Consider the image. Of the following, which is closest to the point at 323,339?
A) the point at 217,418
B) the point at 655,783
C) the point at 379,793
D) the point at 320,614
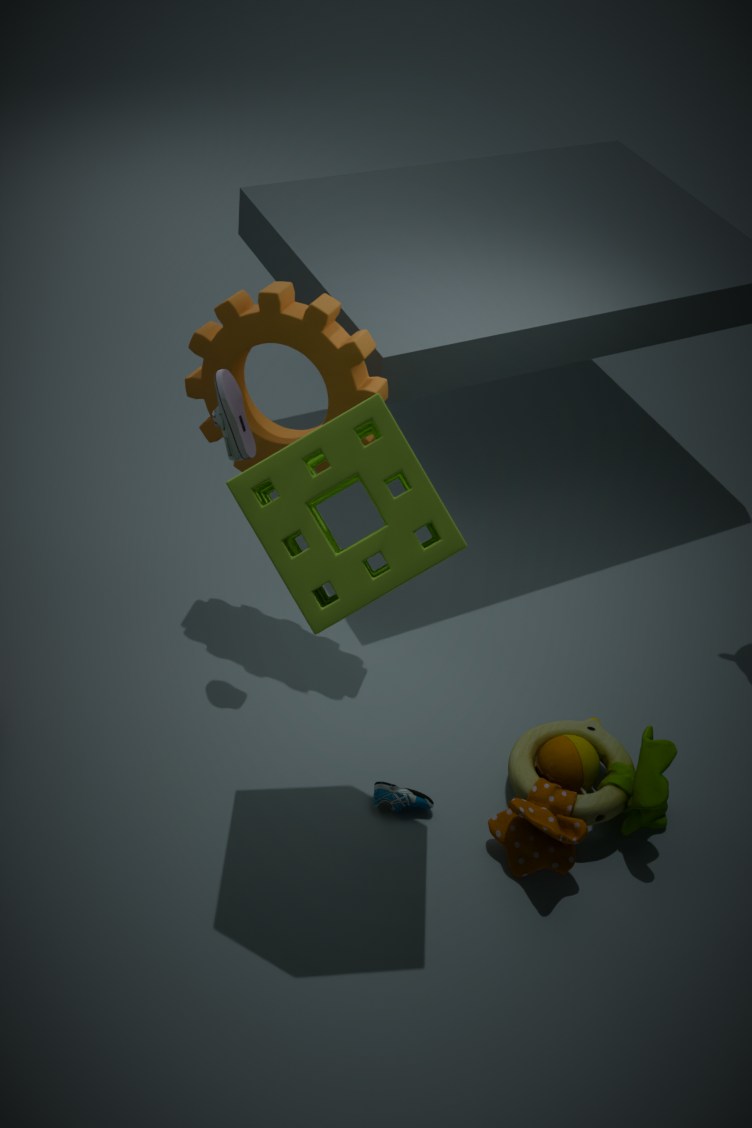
the point at 217,418
